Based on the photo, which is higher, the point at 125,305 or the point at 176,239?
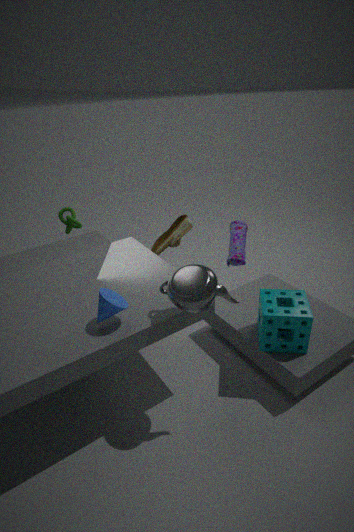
the point at 125,305
